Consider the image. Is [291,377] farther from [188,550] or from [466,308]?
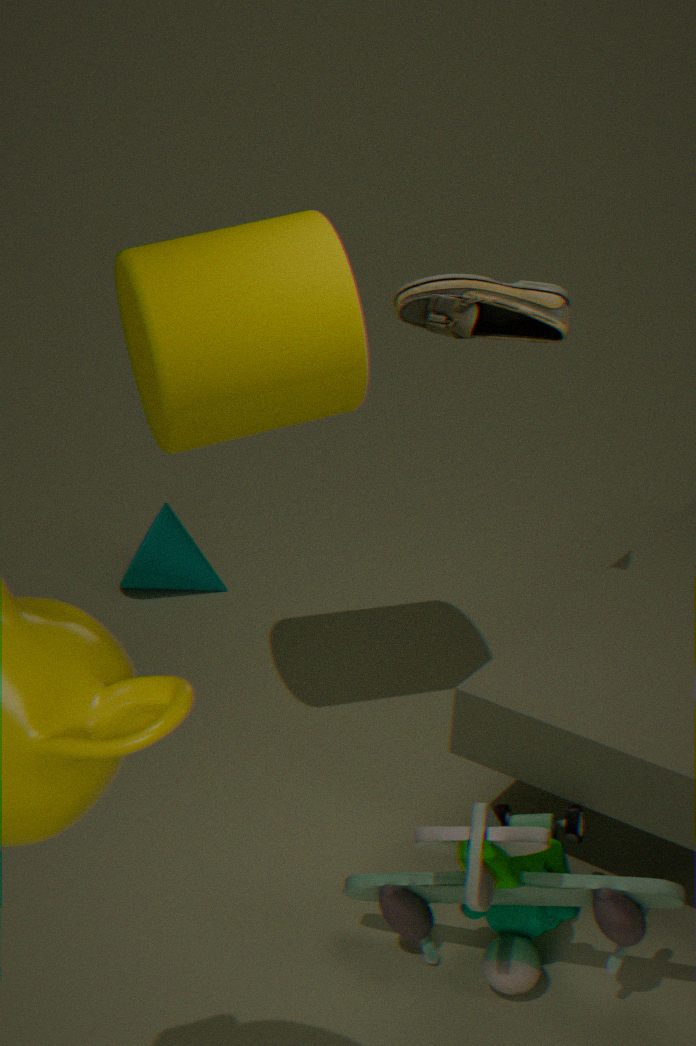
[188,550]
